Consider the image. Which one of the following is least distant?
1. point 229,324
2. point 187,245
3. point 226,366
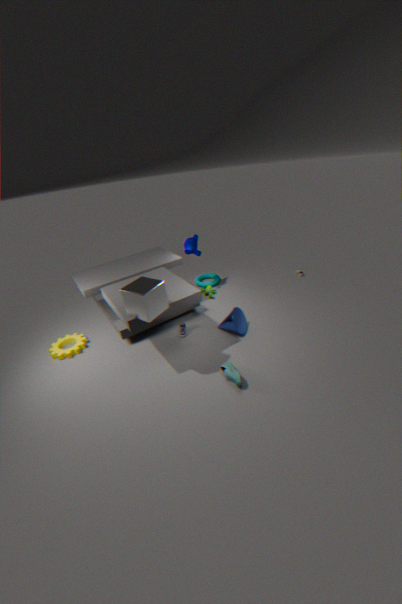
point 226,366
